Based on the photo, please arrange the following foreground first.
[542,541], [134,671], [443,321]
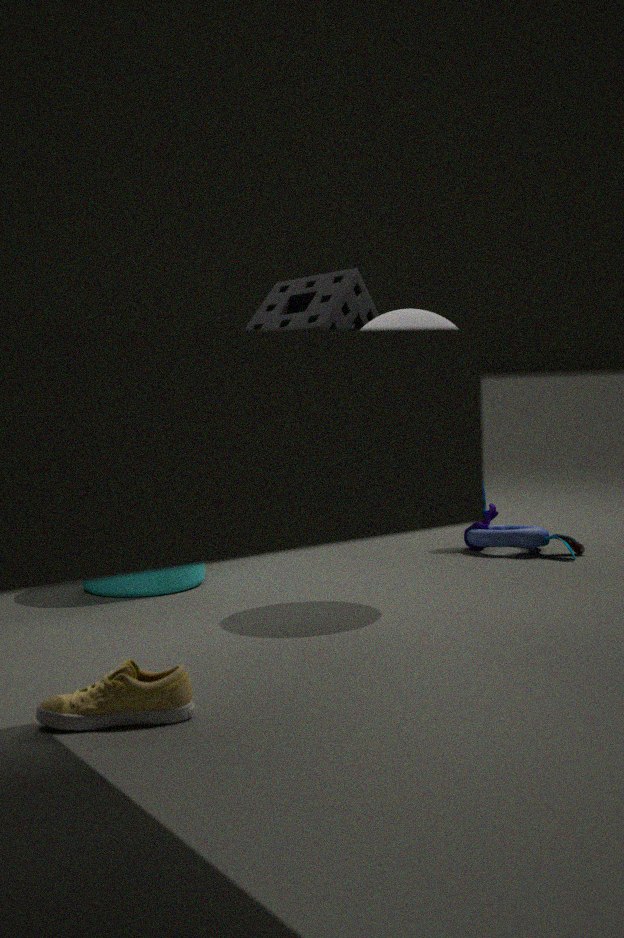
[134,671], [443,321], [542,541]
